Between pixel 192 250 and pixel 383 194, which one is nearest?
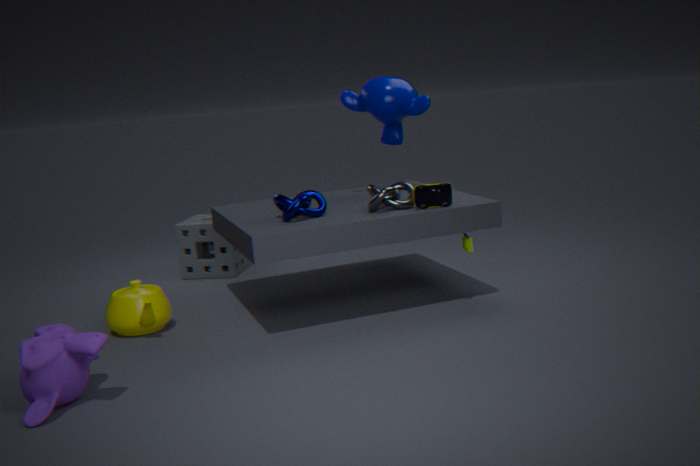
pixel 383 194
